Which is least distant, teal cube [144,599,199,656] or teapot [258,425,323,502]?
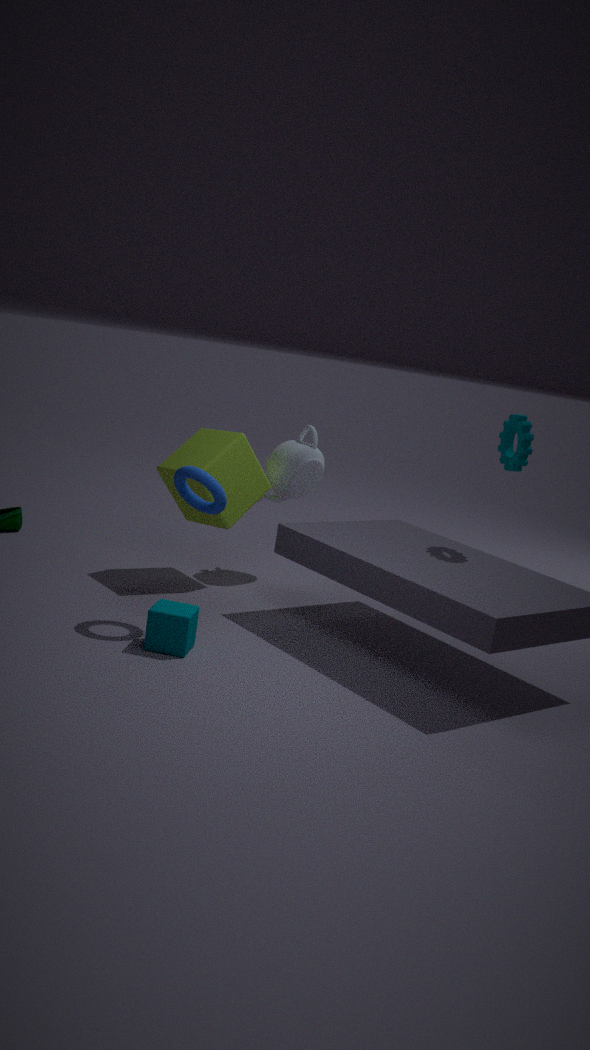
teal cube [144,599,199,656]
